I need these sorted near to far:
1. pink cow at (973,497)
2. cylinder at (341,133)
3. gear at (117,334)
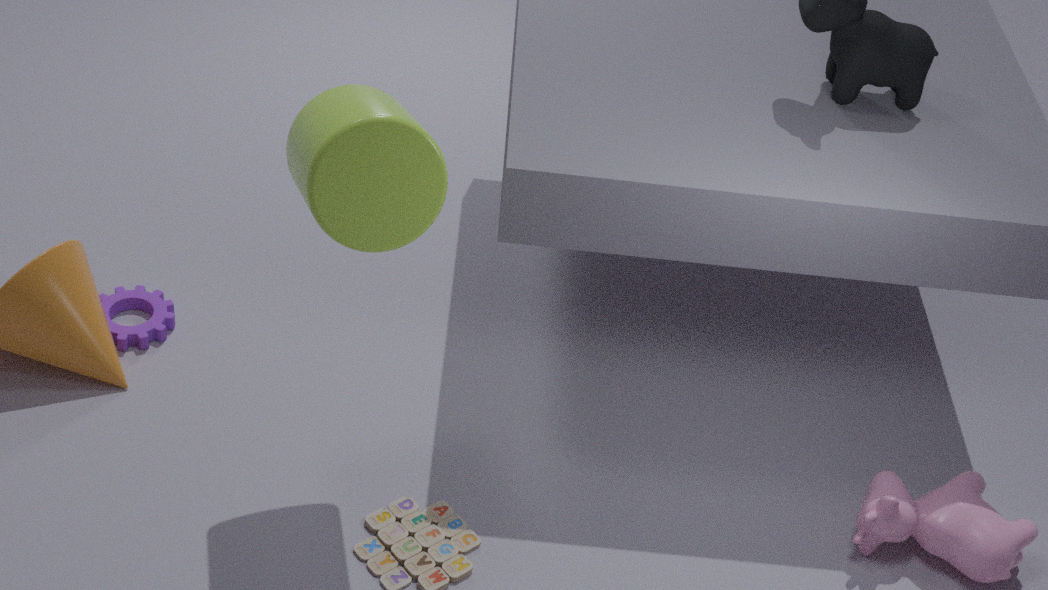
cylinder at (341,133)
pink cow at (973,497)
gear at (117,334)
